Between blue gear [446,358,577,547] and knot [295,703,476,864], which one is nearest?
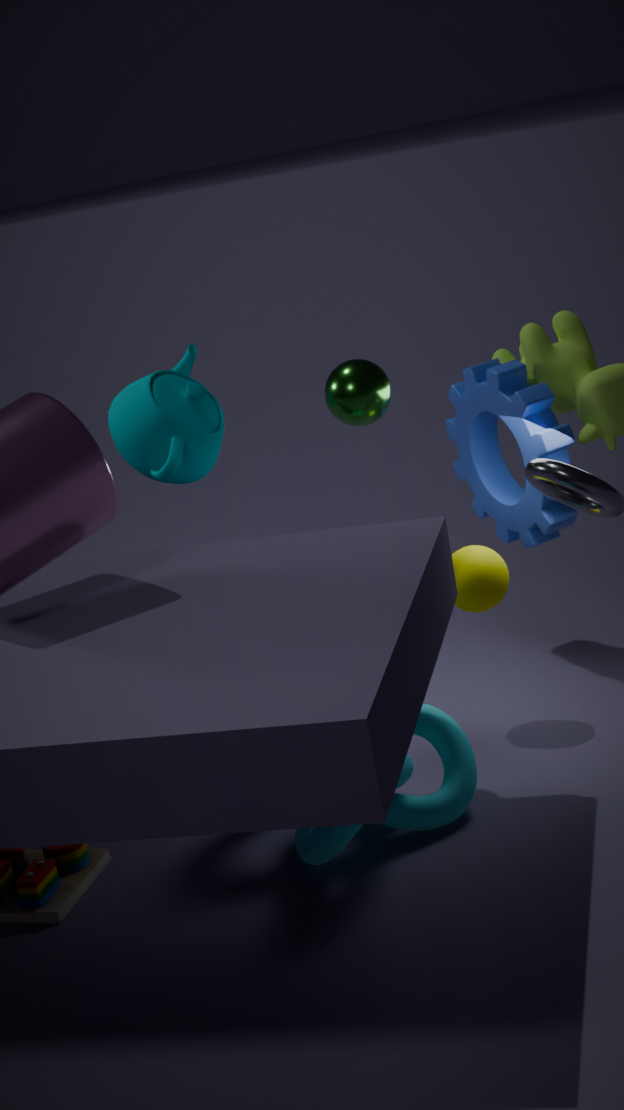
knot [295,703,476,864]
